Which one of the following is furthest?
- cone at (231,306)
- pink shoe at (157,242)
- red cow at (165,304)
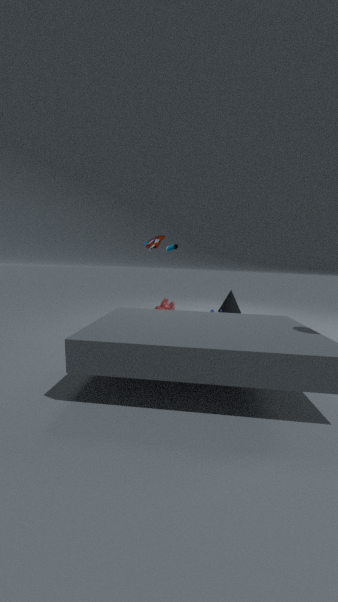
cone at (231,306)
